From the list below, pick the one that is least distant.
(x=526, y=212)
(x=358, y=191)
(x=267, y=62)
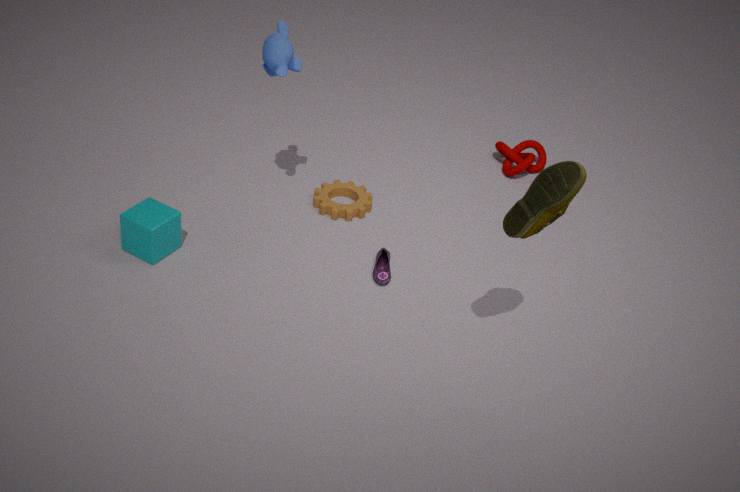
(x=526, y=212)
